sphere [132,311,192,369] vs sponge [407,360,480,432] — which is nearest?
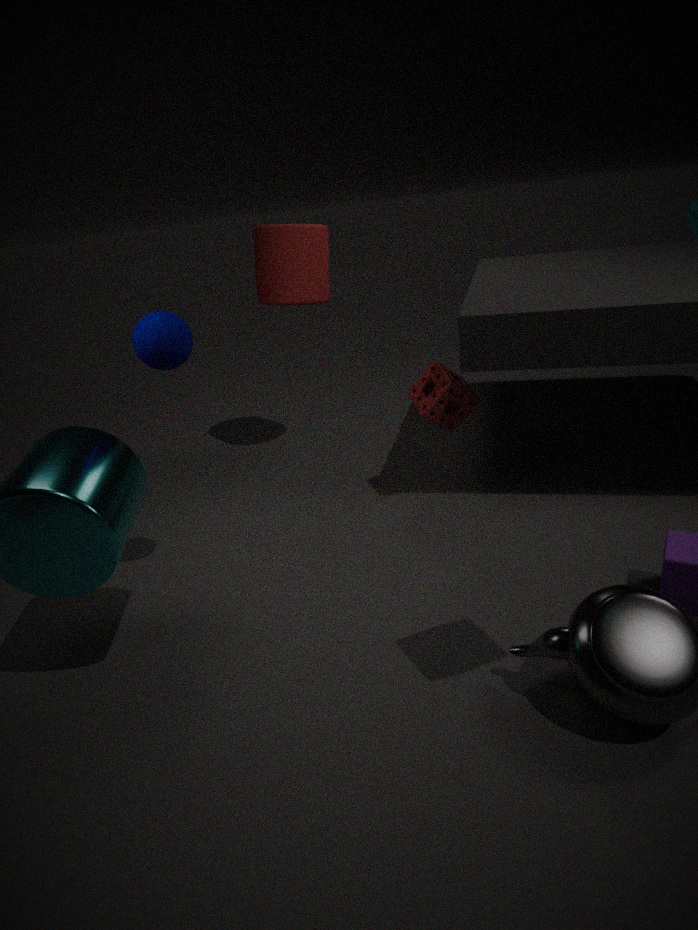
sphere [132,311,192,369]
